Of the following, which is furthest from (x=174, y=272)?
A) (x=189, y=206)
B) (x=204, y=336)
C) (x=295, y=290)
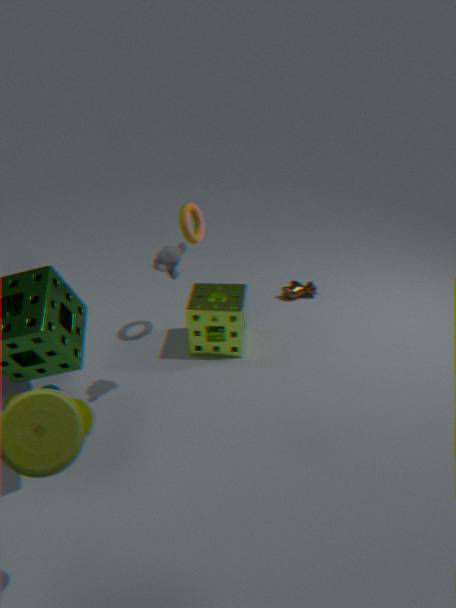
(x=295, y=290)
